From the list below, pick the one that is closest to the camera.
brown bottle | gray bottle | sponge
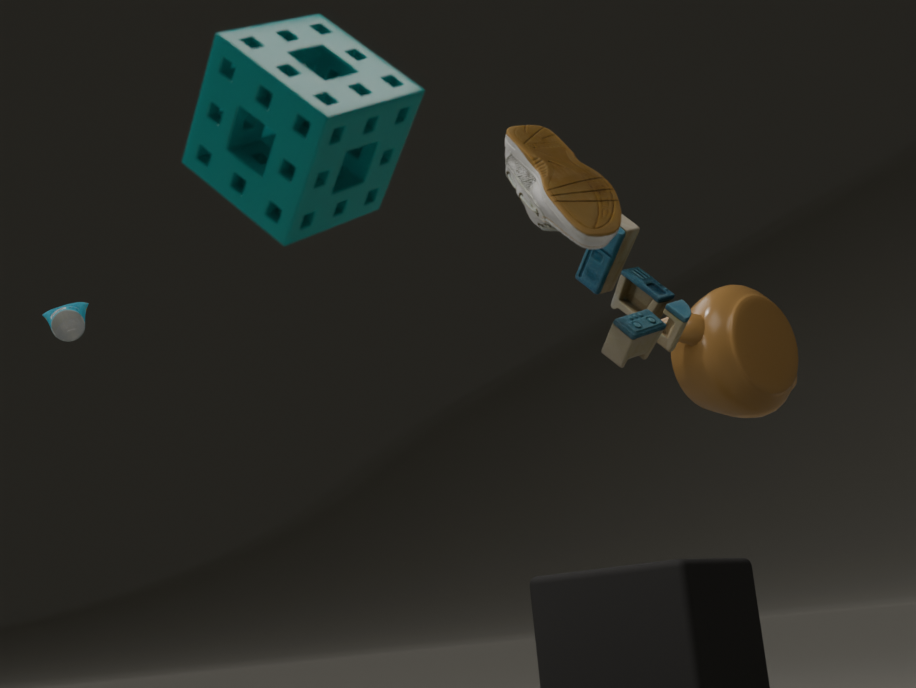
sponge
